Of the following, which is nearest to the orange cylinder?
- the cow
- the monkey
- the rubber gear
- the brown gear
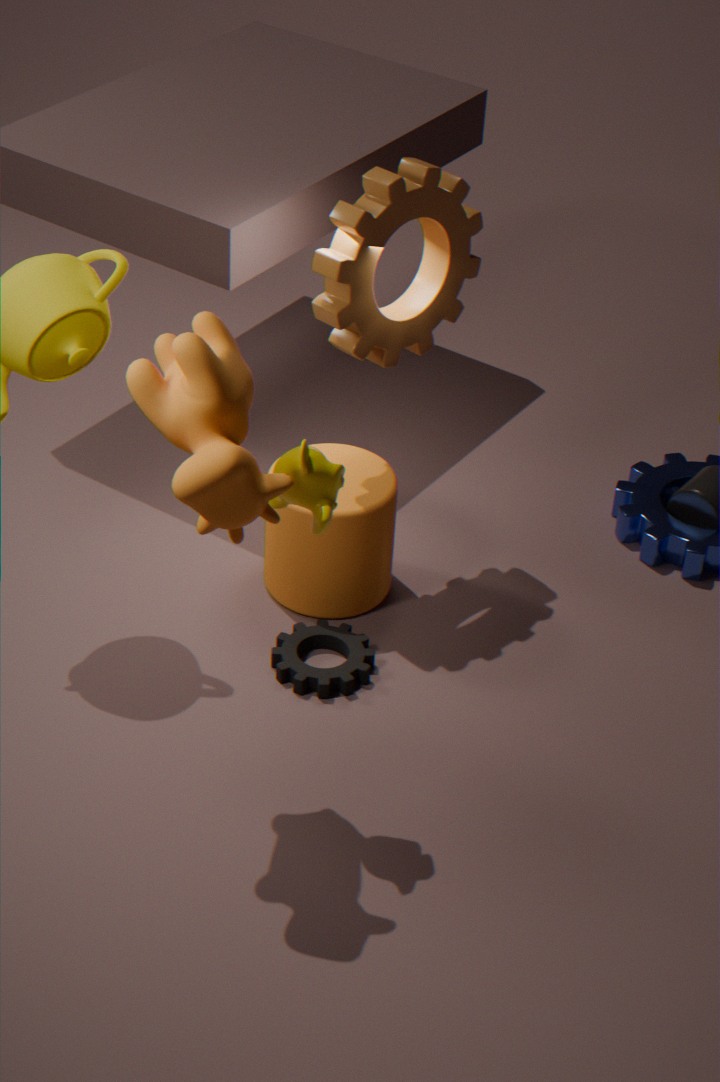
the rubber gear
